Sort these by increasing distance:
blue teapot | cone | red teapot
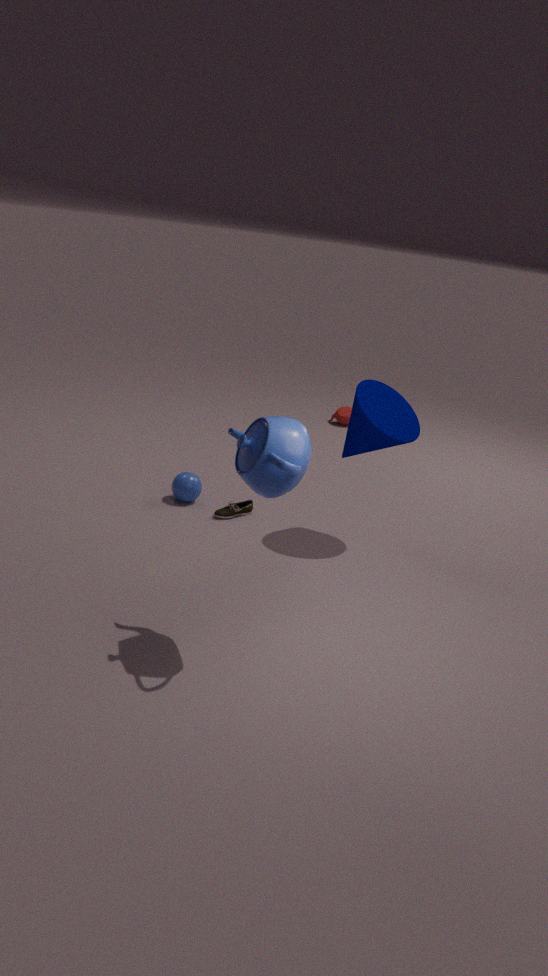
blue teapot → cone → red teapot
